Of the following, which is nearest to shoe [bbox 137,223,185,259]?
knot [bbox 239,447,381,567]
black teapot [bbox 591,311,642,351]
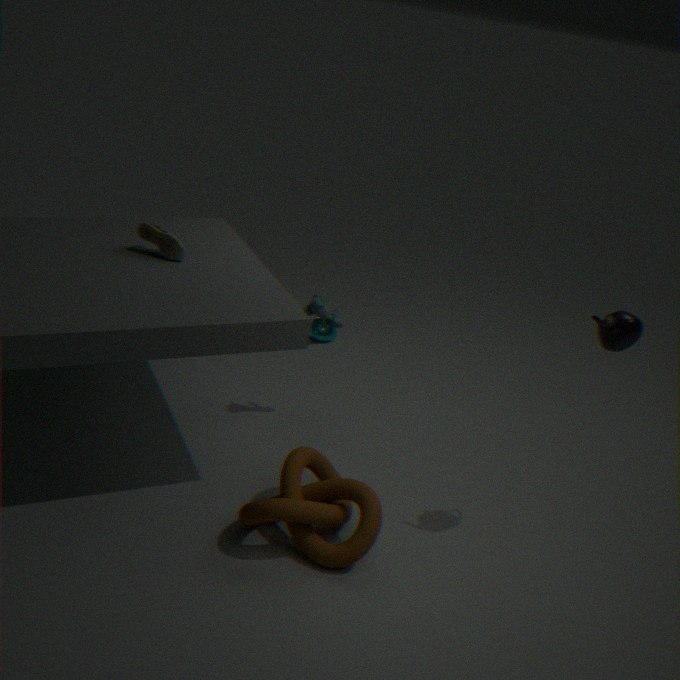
knot [bbox 239,447,381,567]
